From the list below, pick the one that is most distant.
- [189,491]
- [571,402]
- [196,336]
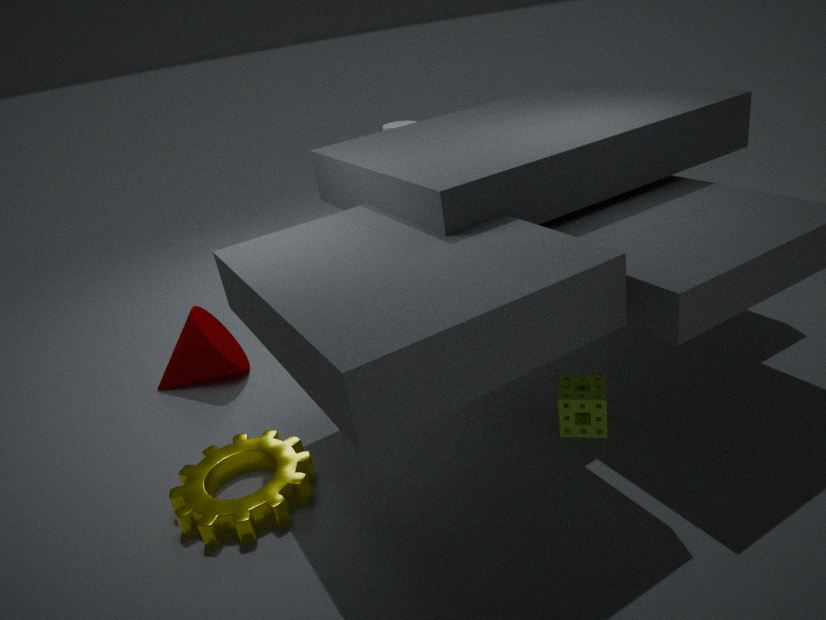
[196,336]
